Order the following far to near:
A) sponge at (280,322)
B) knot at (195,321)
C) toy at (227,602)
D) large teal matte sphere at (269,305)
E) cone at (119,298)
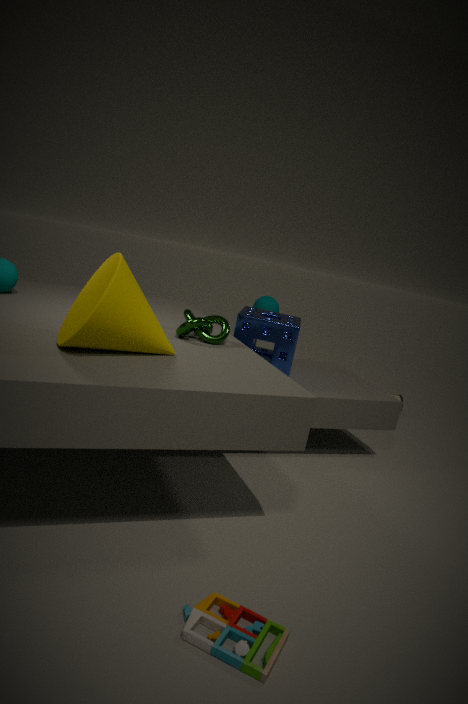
1. large teal matte sphere at (269,305)
2. sponge at (280,322)
3. knot at (195,321)
4. cone at (119,298)
5. toy at (227,602)
